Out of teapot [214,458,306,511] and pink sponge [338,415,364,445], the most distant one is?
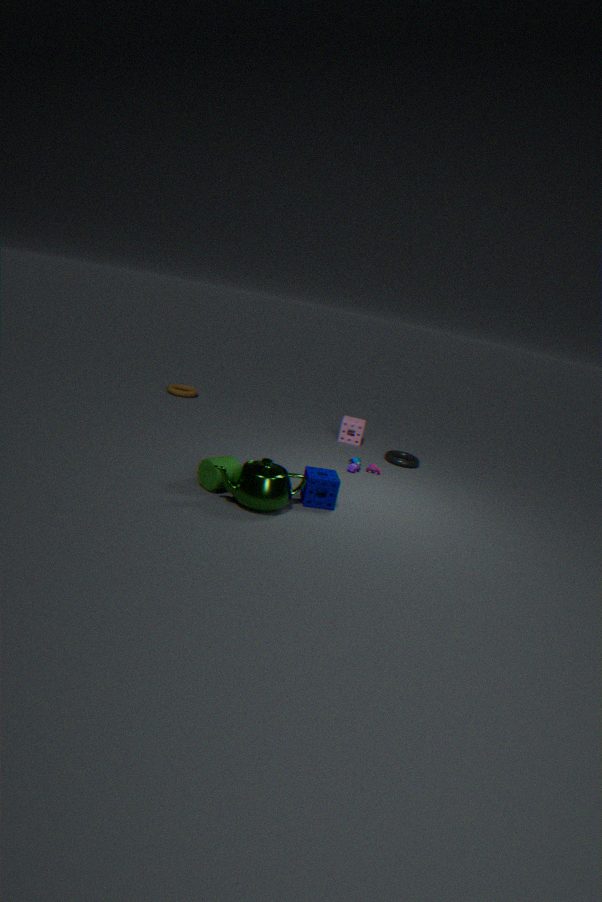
pink sponge [338,415,364,445]
